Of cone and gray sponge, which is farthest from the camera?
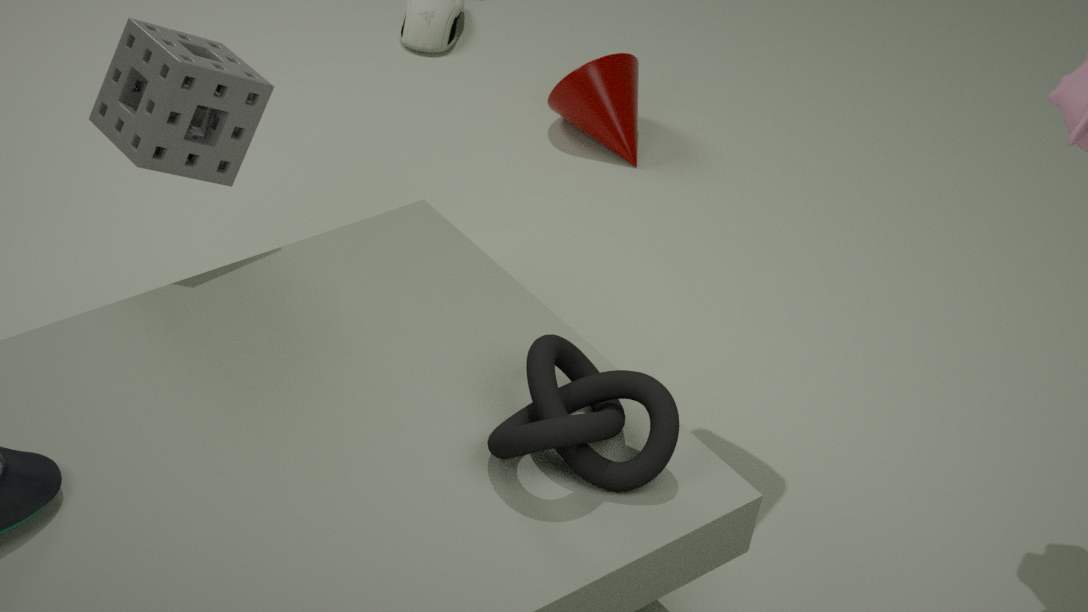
cone
